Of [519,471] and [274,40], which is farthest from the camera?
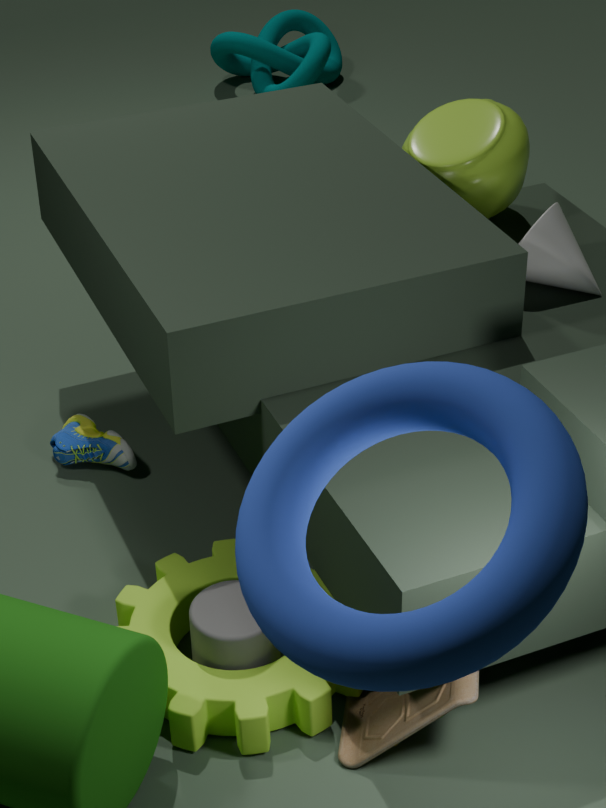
[274,40]
